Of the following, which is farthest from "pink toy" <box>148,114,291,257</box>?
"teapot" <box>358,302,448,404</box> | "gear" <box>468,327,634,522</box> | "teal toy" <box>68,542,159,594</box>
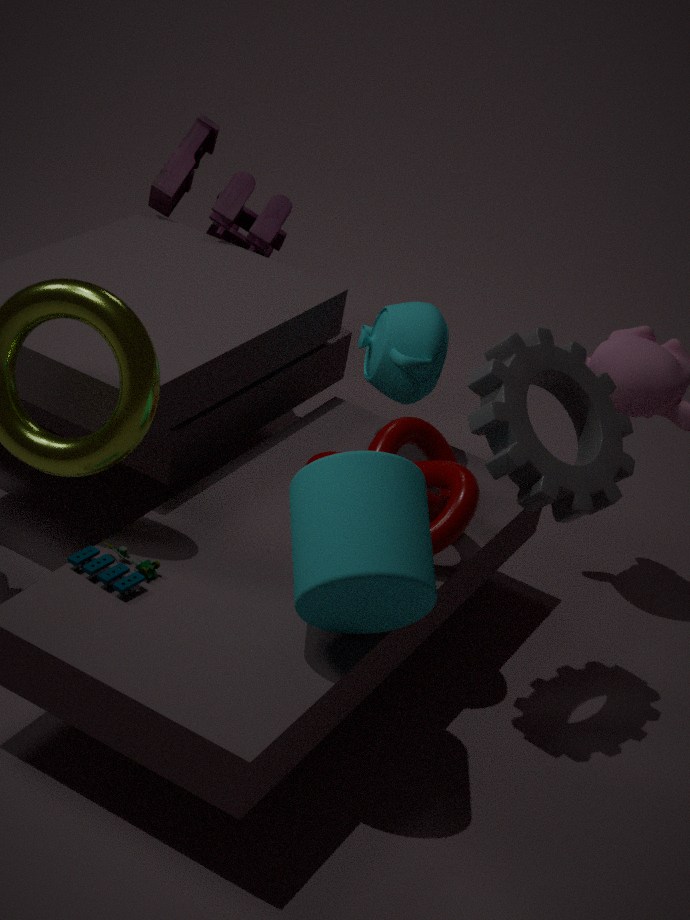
"teal toy" <box>68,542,159,594</box>
